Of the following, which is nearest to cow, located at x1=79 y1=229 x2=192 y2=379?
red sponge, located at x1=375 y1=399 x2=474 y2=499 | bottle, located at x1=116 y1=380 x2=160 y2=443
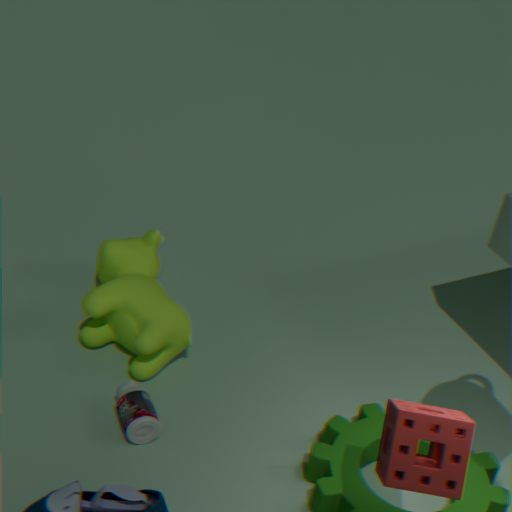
bottle, located at x1=116 y1=380 x2=160 y2=443
